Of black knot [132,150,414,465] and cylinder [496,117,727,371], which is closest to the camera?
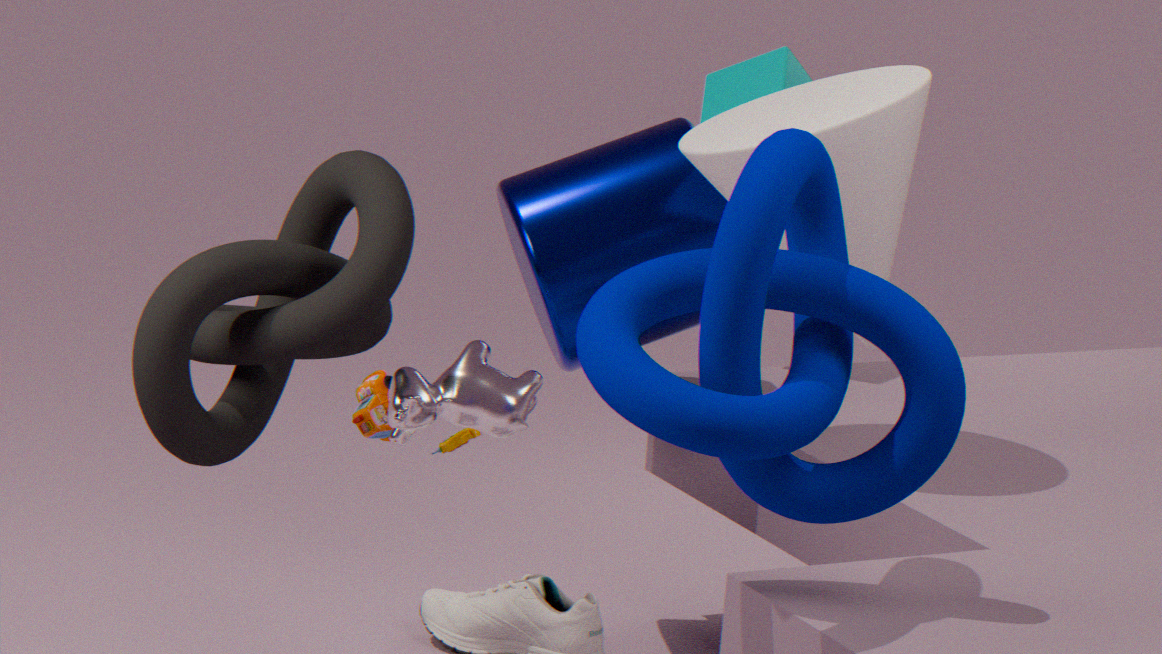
black knot [132,150,414,465]
